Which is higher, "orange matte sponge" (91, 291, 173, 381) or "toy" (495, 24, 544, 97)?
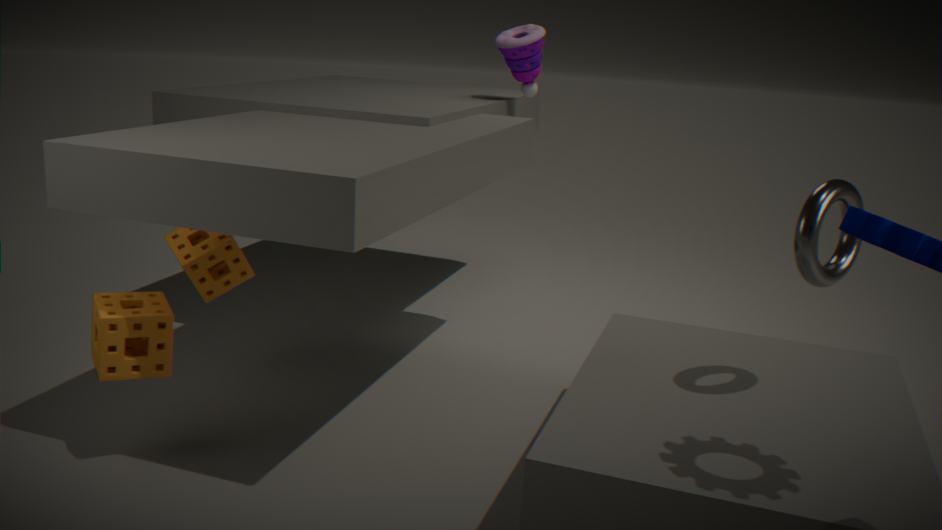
"toy" (495, 24, 544, 97)
